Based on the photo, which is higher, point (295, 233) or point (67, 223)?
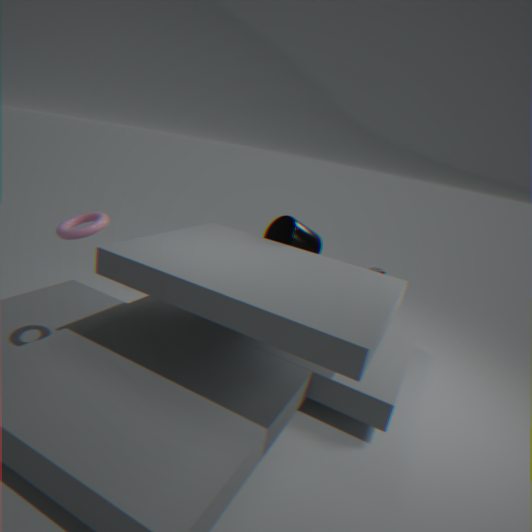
point (67, 223)
